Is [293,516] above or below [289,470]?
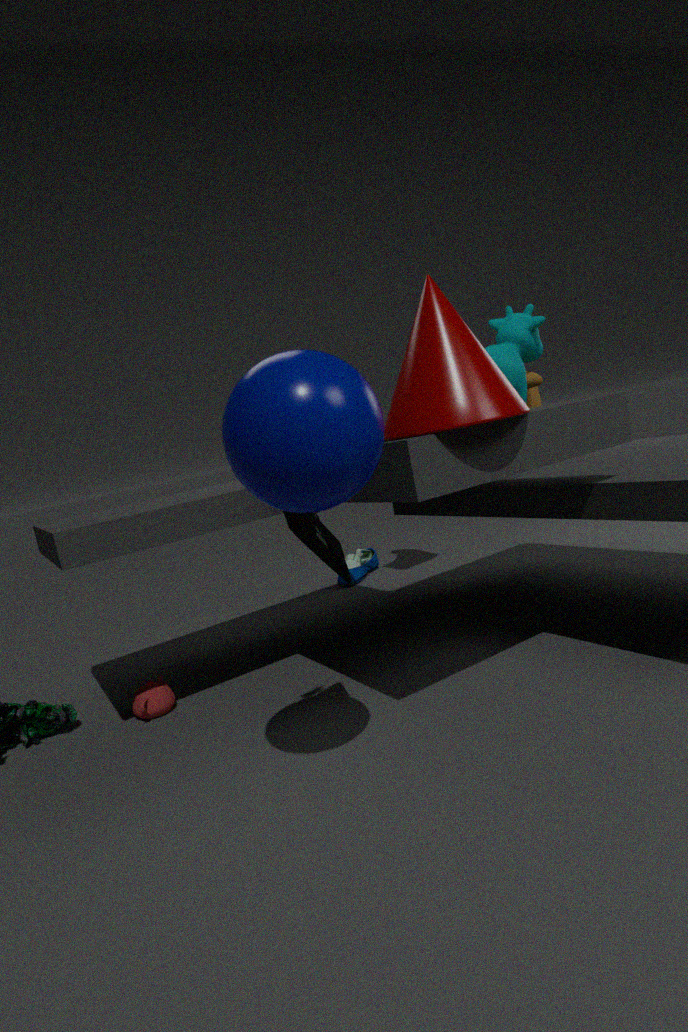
below
